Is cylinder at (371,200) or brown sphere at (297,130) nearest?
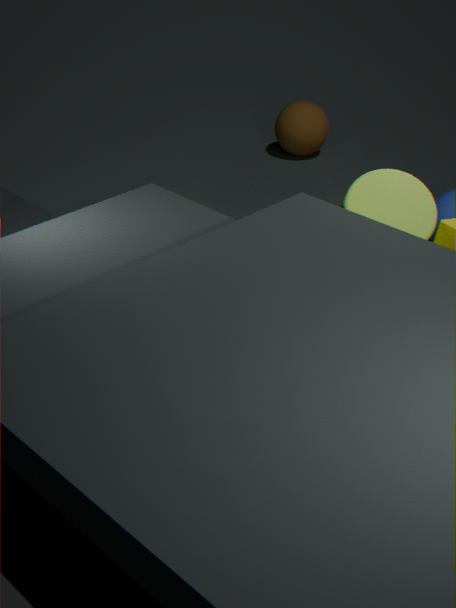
cylinder at (371,200)
